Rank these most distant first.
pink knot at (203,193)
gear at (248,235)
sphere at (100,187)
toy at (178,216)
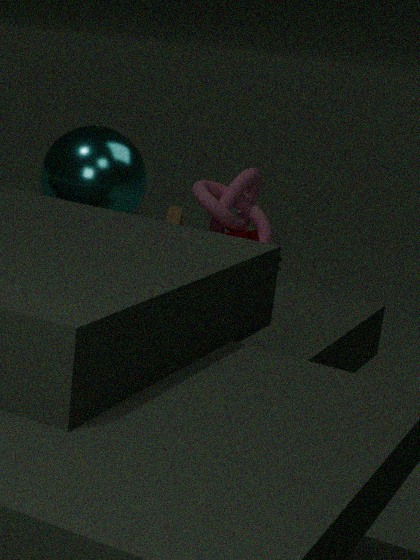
pink knot at (203,193), gear at (248,235), toy at (178,216), sphere at (100,187)
